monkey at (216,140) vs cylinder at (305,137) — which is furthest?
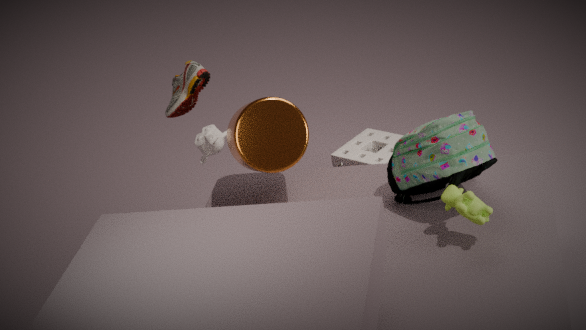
monkey at (216,140)
